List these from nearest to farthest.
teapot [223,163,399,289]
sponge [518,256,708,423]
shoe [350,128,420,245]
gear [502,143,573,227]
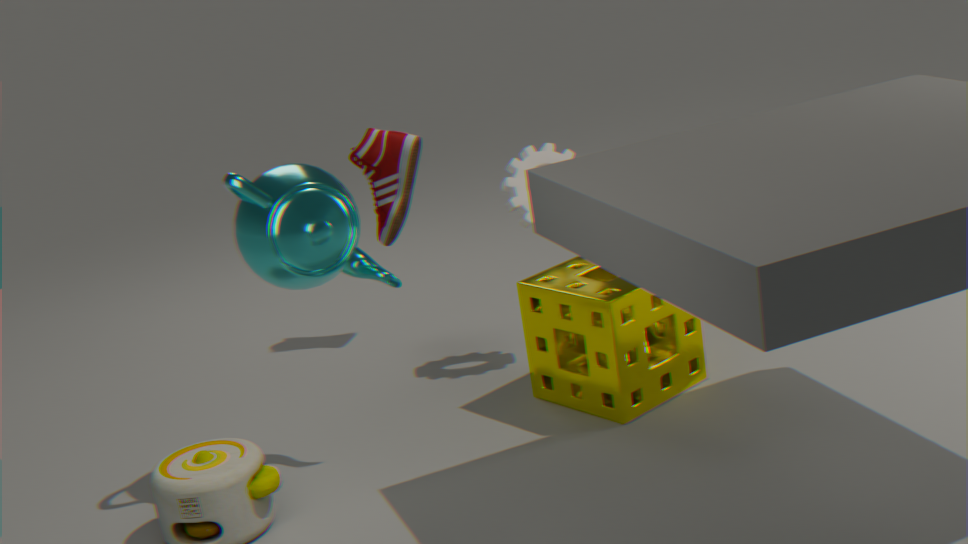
teapot [223,163,399,289] < sponge [518,256,708,423] < gear [502,143,573,227] < shoe [350,128,420,245]
